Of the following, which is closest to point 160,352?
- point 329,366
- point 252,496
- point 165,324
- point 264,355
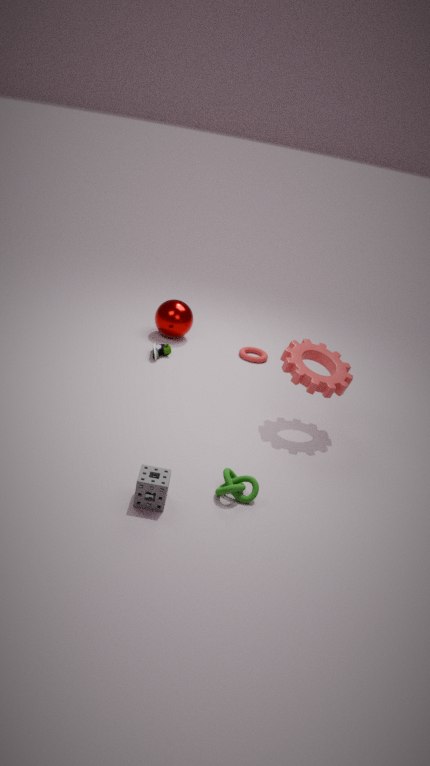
point 165,324
